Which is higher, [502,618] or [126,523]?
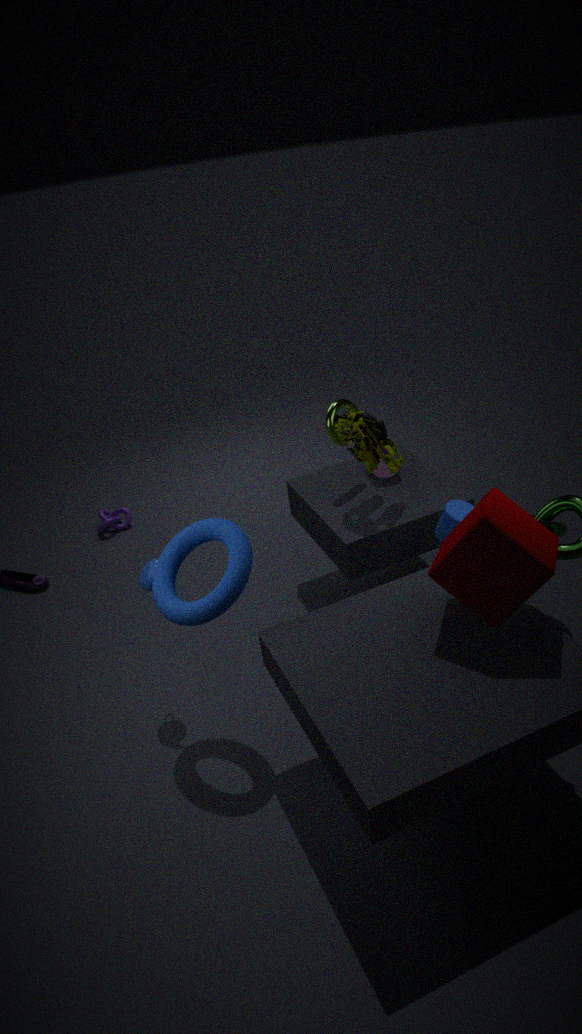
[502,618]
